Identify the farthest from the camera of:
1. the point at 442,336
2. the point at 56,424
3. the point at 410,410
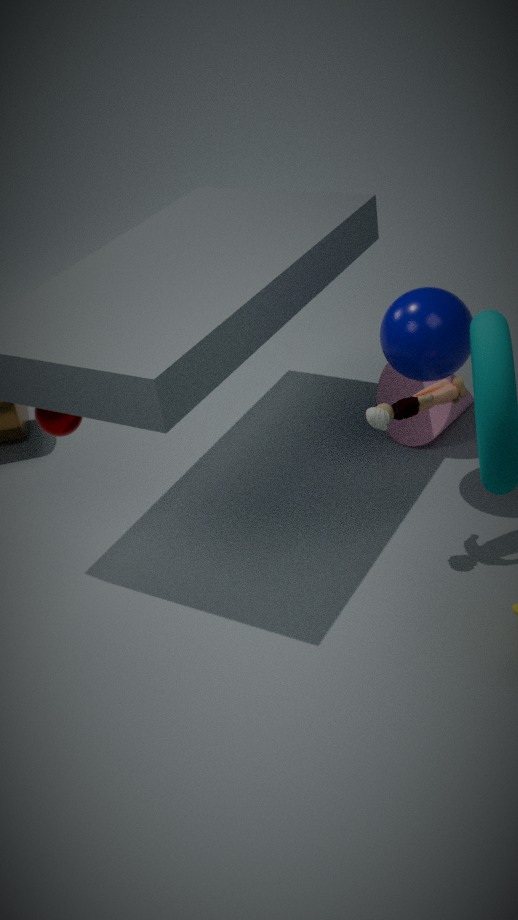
the point at 56,424
